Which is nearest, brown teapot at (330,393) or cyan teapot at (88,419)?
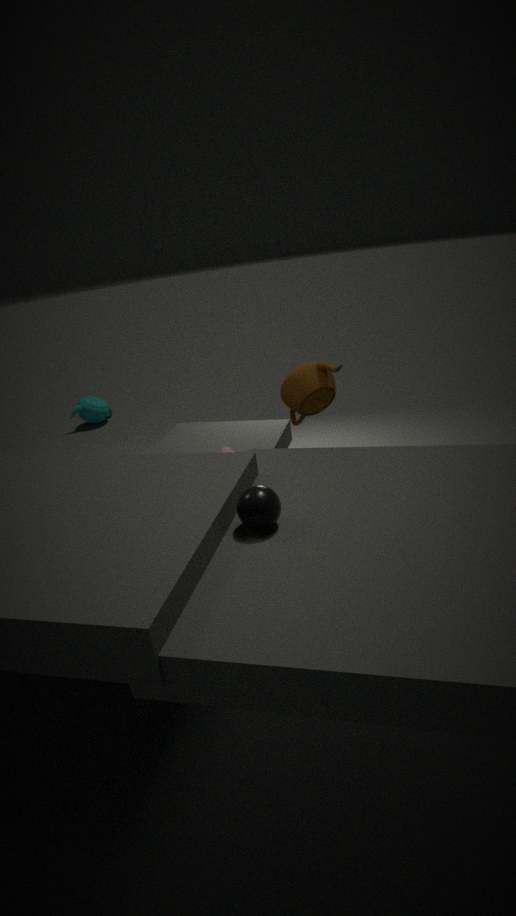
brown teapot at (330,393)
